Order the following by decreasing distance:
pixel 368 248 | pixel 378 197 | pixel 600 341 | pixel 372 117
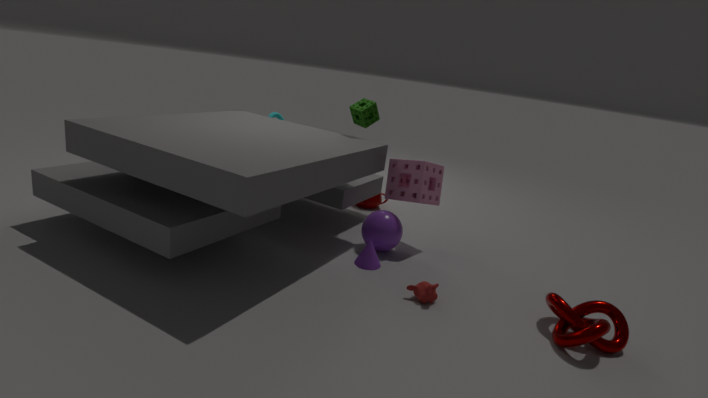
pixel 378 197, pixel 372 117, pixel 368 248, pixel 600 341
